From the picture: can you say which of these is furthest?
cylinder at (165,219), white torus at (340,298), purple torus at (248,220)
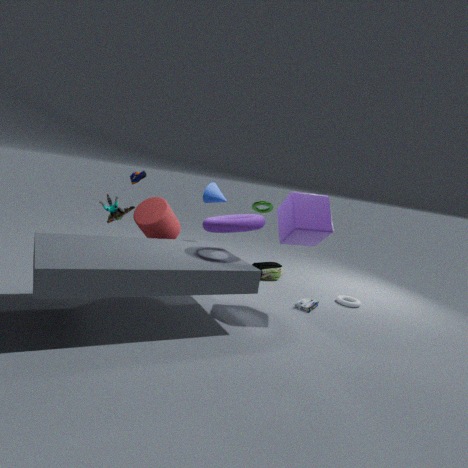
white torus at (340,298)
